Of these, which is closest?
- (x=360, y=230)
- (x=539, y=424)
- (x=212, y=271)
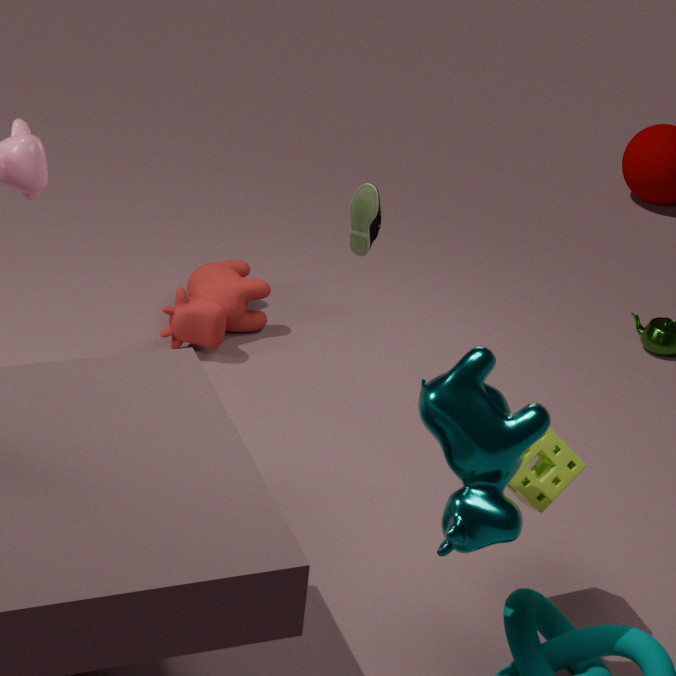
(x=539, y=424)
